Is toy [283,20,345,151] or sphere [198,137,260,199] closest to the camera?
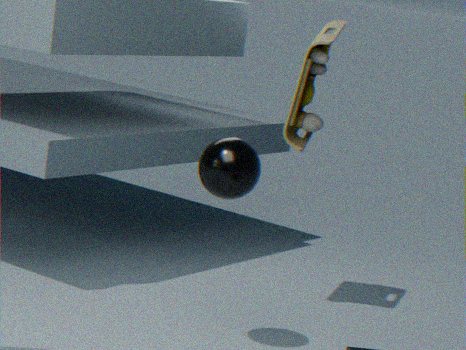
sphere [198,137,260,199]
